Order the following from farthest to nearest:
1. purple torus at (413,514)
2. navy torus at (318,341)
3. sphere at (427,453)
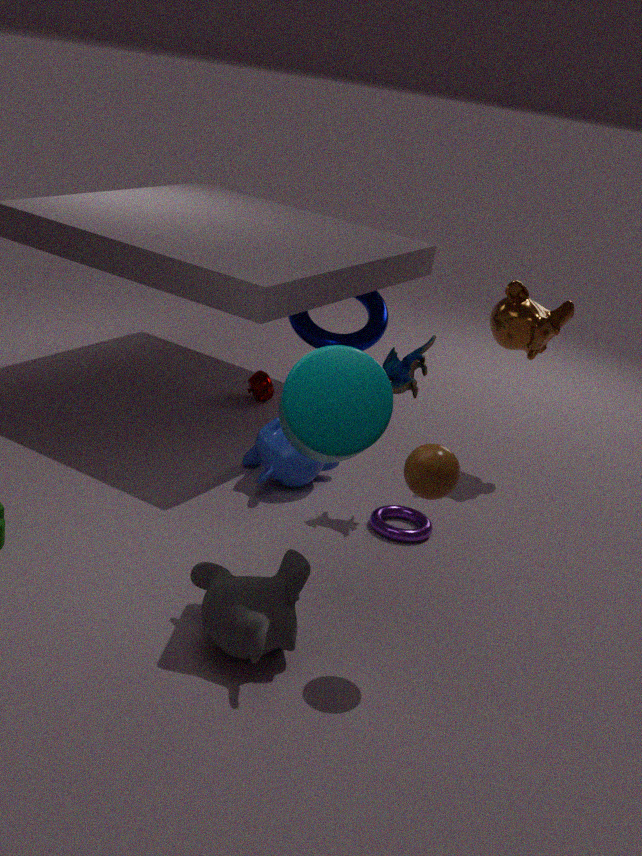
navy torus at (318,341) < purple torus at (413,514) < sphere at (427,453)
